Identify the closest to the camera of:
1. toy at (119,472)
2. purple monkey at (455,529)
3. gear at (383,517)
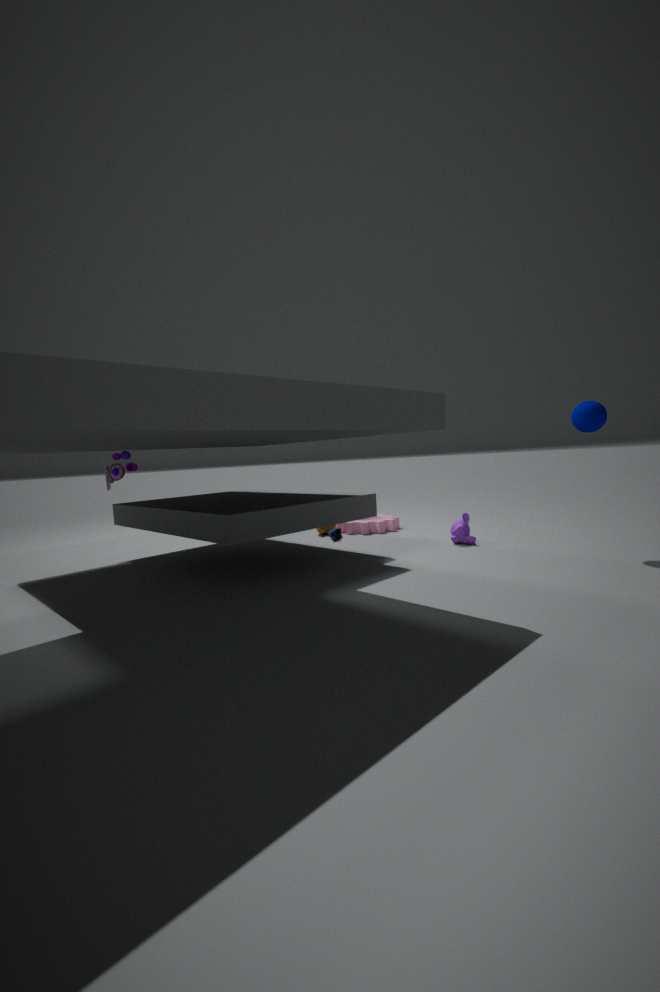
toy at (119,472)
